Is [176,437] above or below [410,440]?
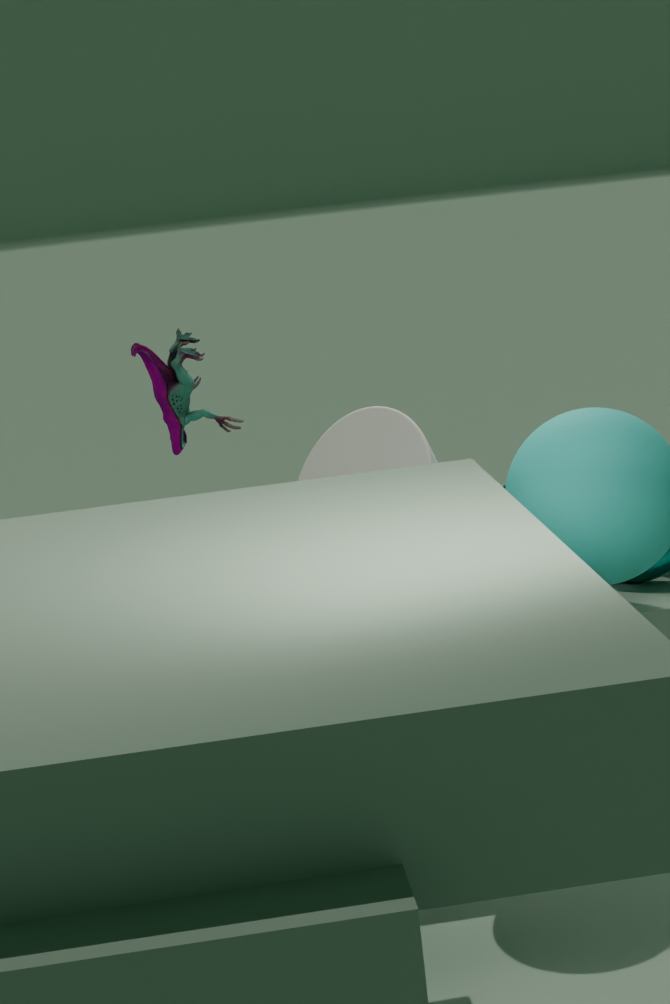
above
